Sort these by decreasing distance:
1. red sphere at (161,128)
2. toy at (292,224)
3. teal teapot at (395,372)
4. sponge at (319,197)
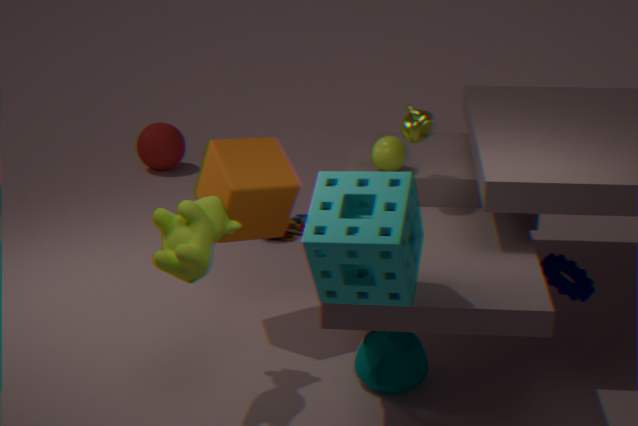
red sphere at (161,128)
toy at (292,224)
teal teapot at (395,372)
sponge at (319,197)
